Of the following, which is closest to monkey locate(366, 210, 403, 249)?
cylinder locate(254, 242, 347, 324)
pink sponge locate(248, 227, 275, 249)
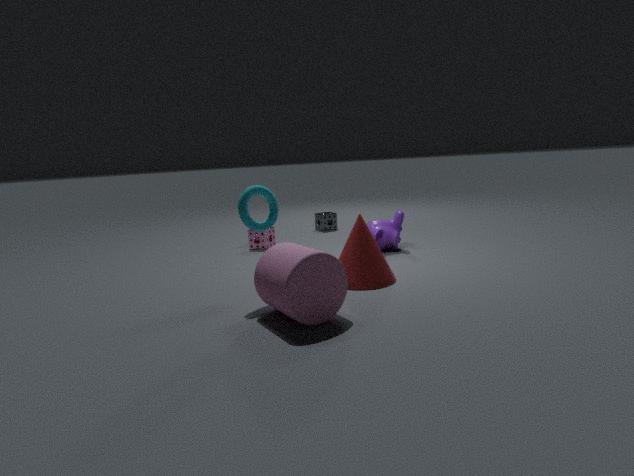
pink sponge locate(248, 227, 275, 249)
